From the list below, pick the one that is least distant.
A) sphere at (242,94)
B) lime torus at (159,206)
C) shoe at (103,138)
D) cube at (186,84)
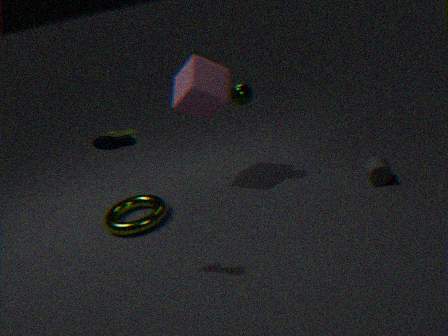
shoe at (103,138)
